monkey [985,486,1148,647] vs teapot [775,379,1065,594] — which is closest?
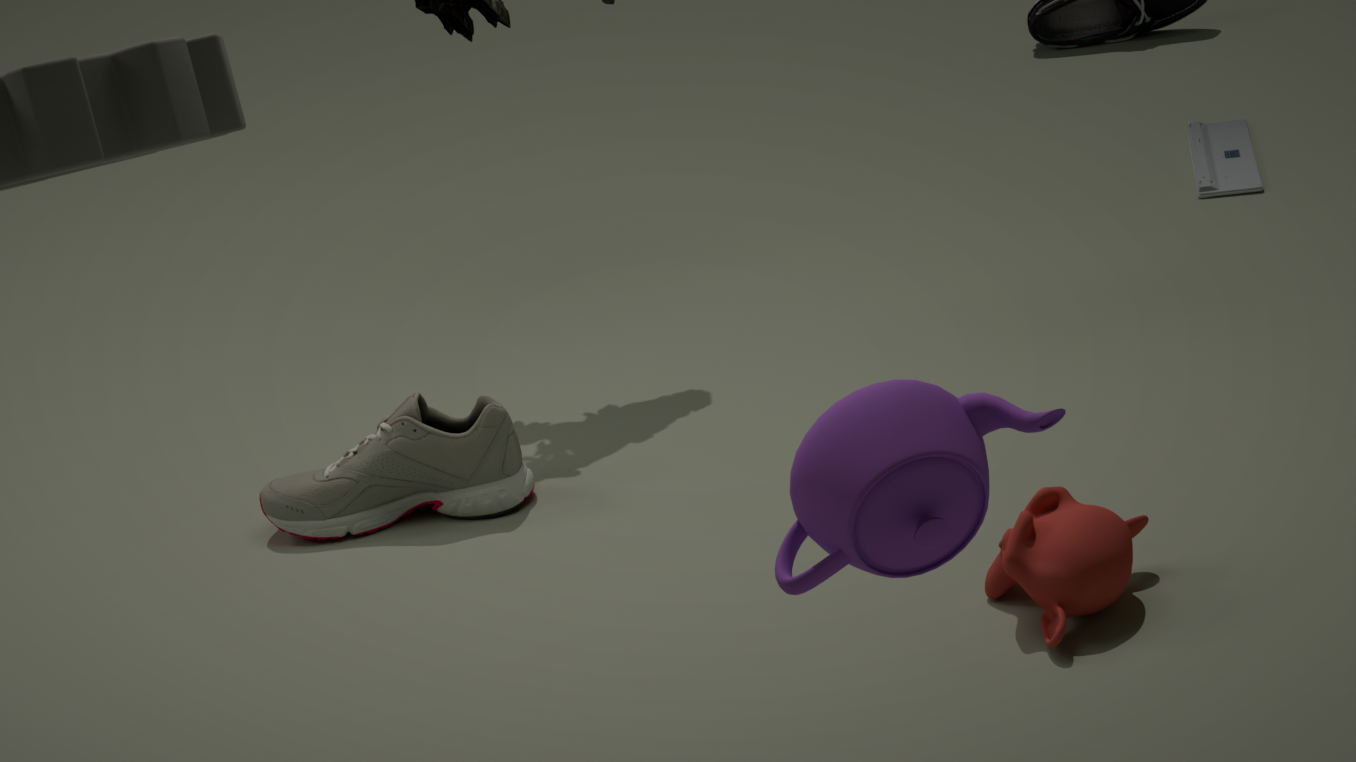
teapot [775,379,1065,594]
